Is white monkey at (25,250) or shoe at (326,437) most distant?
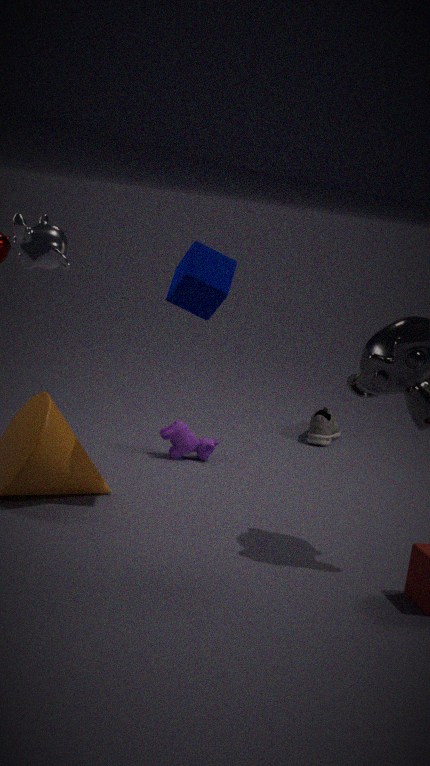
shoe at (326,437)
